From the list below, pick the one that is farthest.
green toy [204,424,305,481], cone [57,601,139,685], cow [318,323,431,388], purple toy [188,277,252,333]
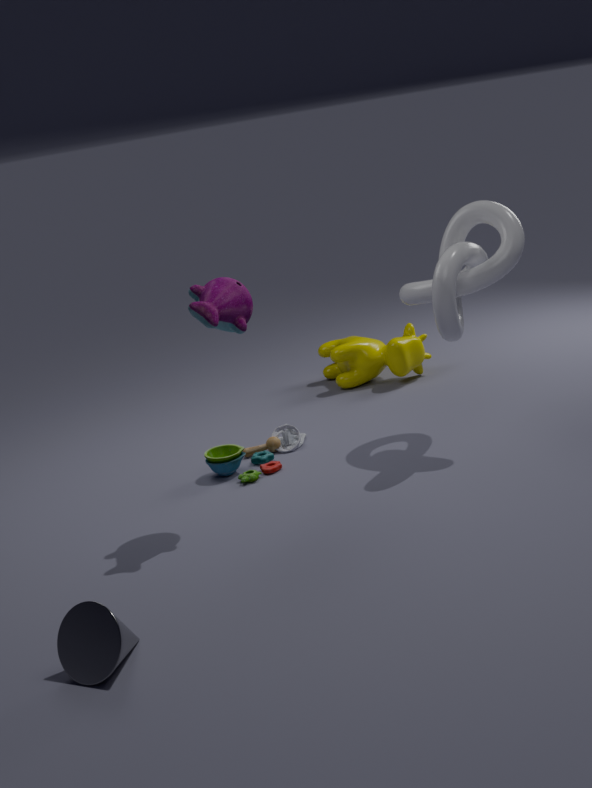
cow [318,323,431,388]
